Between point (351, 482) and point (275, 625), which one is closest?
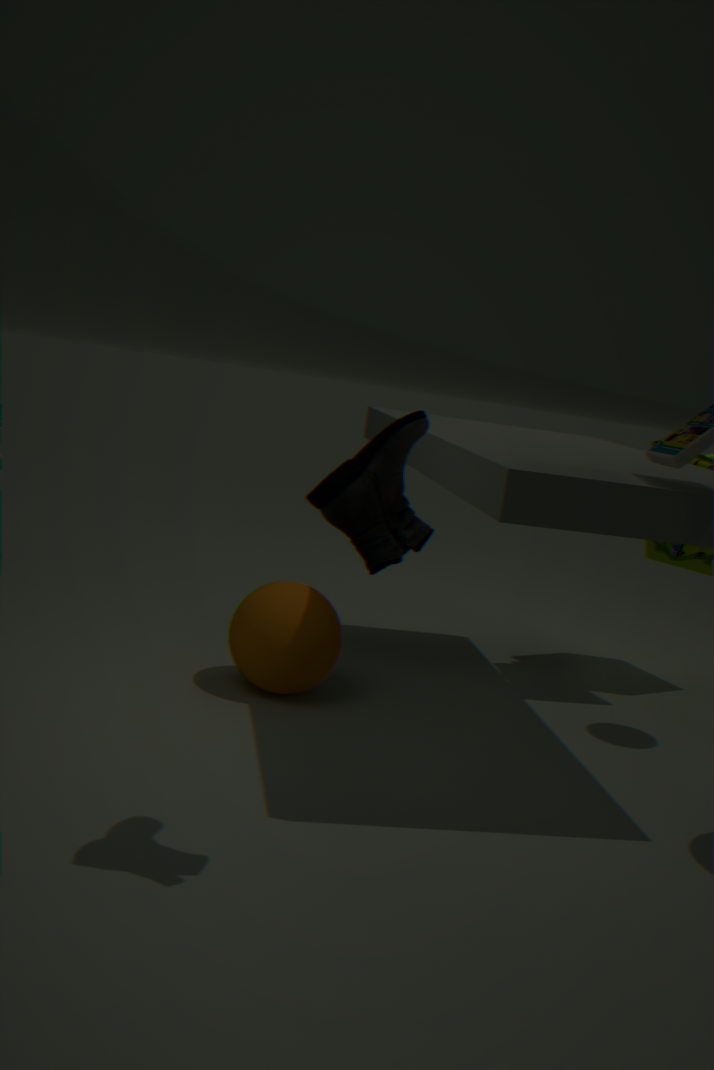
point (351, 482)
